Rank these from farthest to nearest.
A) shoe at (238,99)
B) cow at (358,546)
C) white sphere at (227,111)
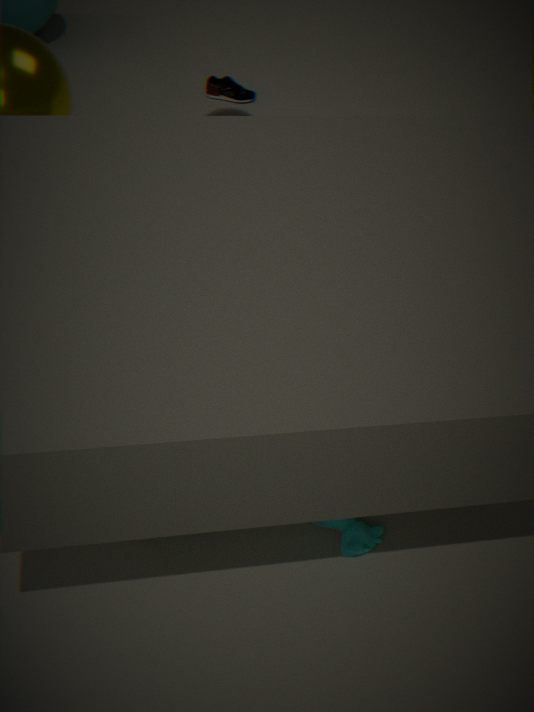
shoe at (238,99), white sphere at (227,111), cow at (358,546)
